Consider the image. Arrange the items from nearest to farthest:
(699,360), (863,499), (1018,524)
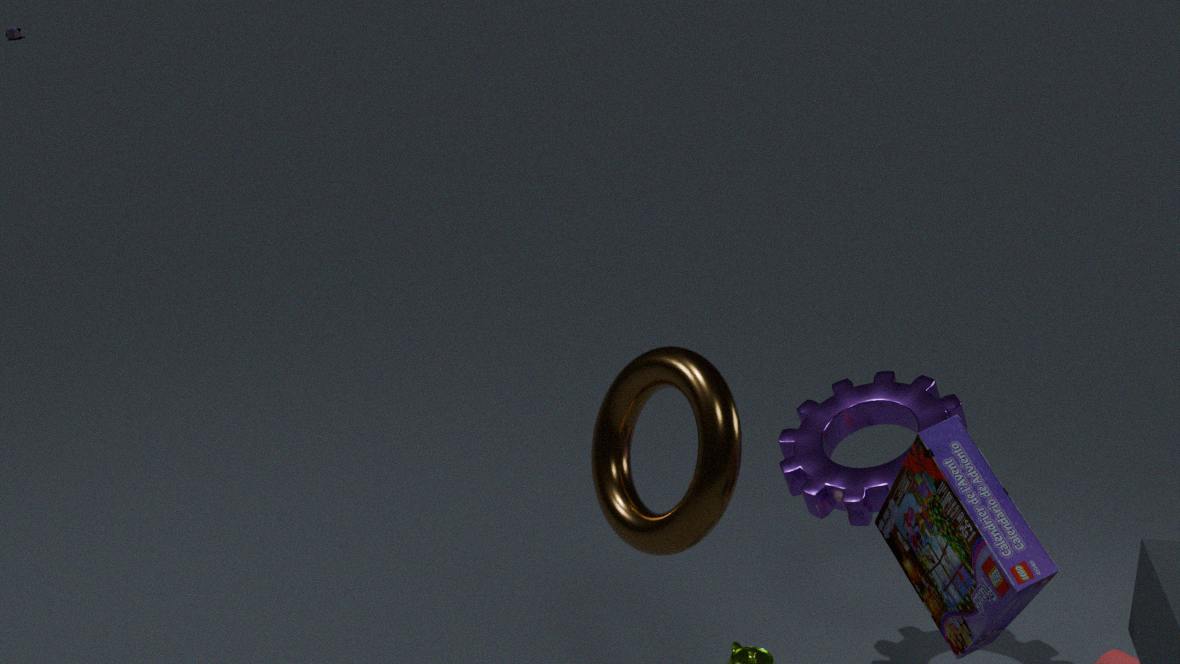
(1018,524) → (699,360) → (863,499)
